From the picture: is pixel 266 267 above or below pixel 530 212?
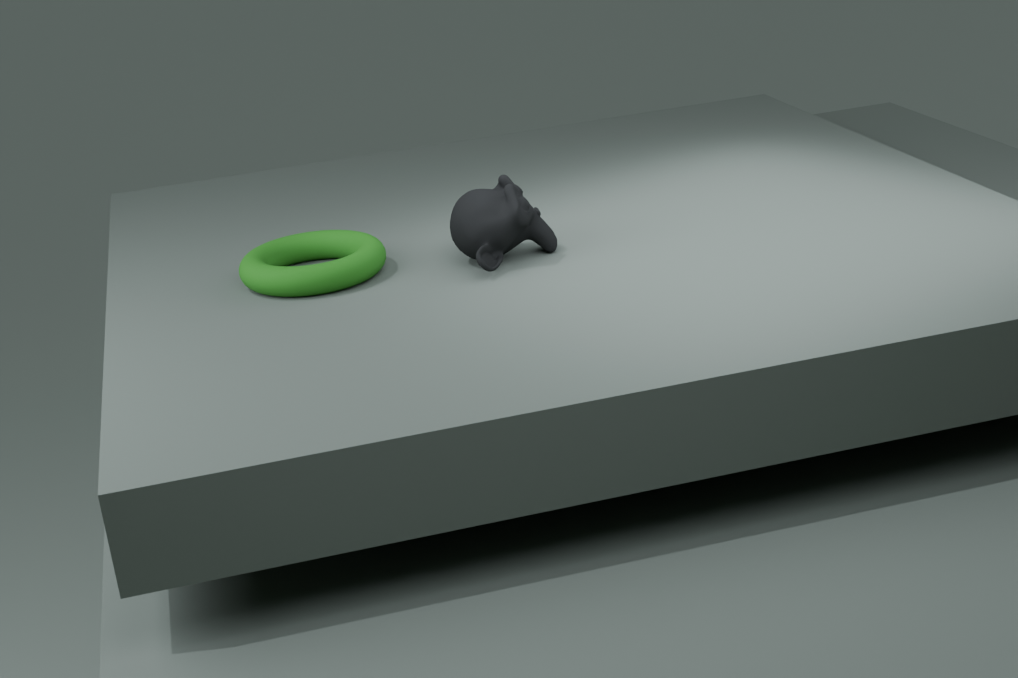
below
